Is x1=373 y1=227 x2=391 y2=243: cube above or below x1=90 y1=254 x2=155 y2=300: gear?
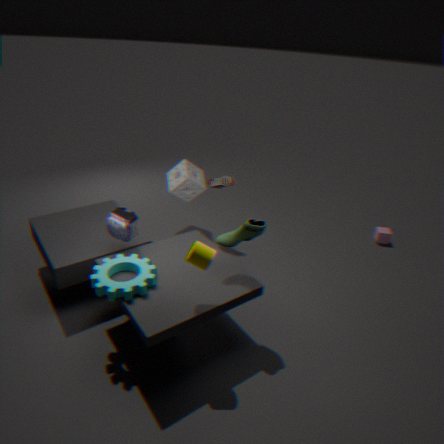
below
